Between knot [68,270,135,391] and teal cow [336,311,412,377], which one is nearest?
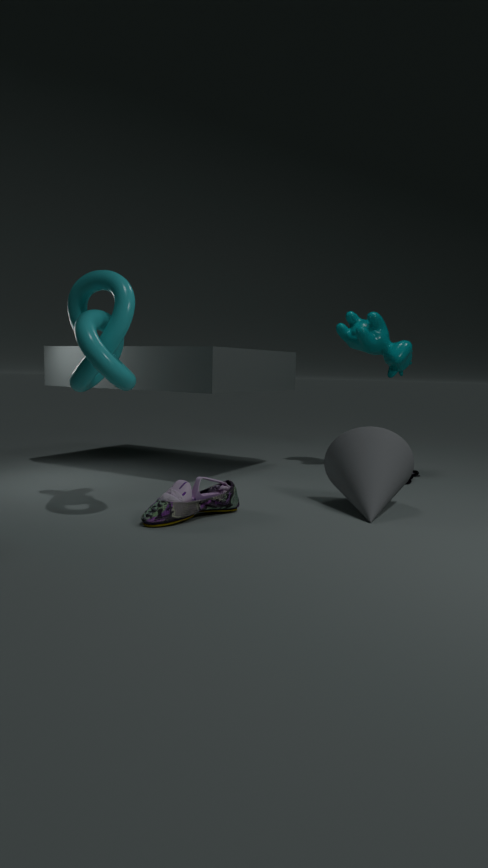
knot [68,270,135,391]
